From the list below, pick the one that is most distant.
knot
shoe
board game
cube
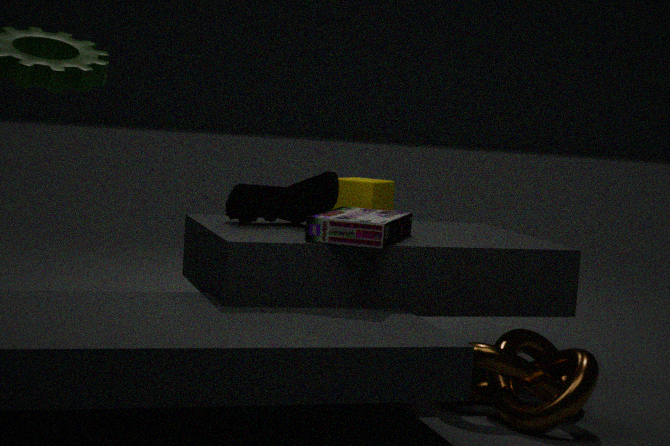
cube
